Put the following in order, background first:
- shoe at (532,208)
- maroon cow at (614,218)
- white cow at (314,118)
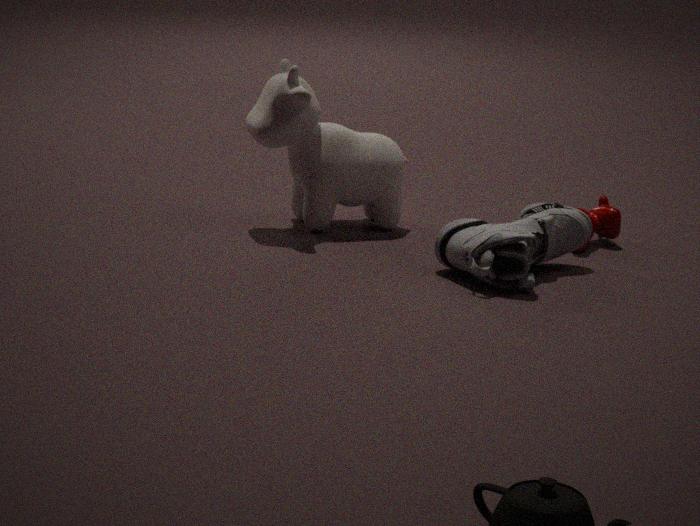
maroon cow at (614,218)
white cow at (314,118)
shoe at (532,208)
